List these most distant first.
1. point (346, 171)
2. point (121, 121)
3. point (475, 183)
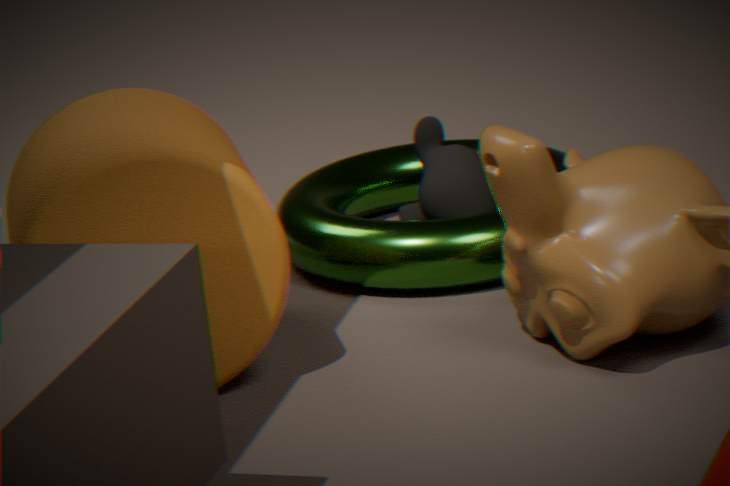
point (346, 171), point (475, 183), point (121, 121)
